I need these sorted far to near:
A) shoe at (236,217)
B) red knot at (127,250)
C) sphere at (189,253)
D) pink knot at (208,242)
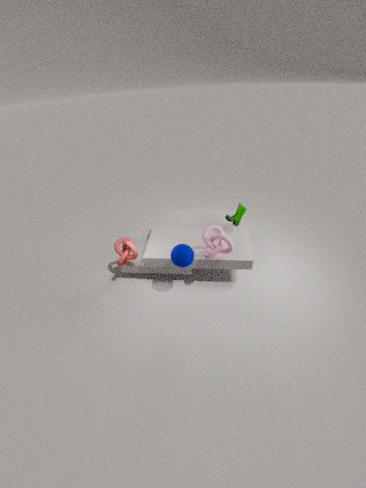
shoe at (236,217)
red knot at (127,250)
pink knot at (208,242)
sphere at (189,253)
